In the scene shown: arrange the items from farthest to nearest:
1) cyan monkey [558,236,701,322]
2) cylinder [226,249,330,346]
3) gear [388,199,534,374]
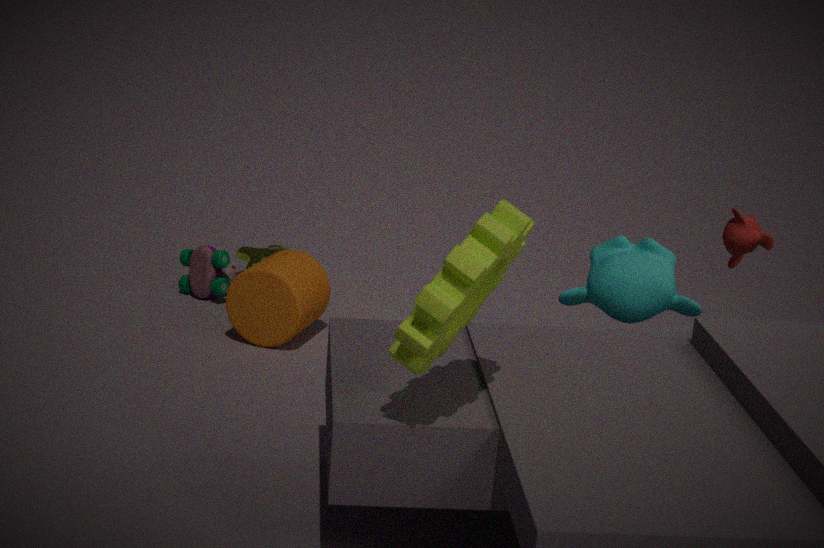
1. 2. cylinder [226,249,330,346]
2. 1. cyan monkey [558,236,701,322]
3. 3. gear [388,199,534,374]
